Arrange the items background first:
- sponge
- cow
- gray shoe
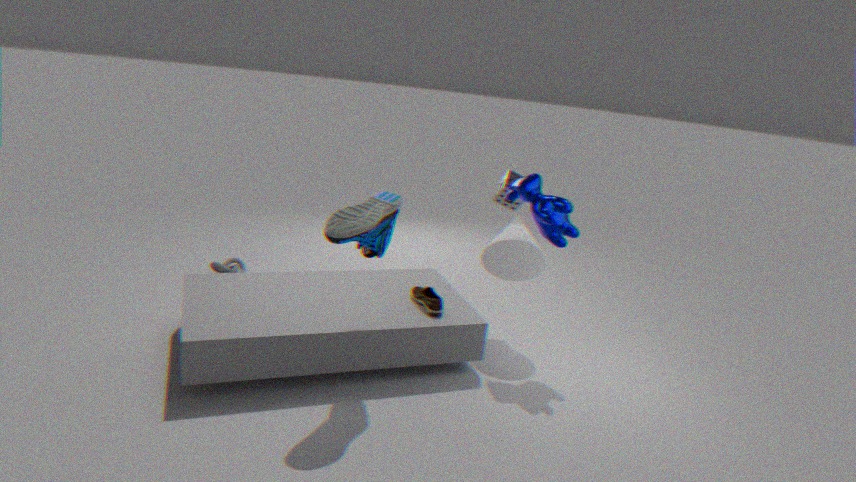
1. sponge
2. cow
3. gray shoe
